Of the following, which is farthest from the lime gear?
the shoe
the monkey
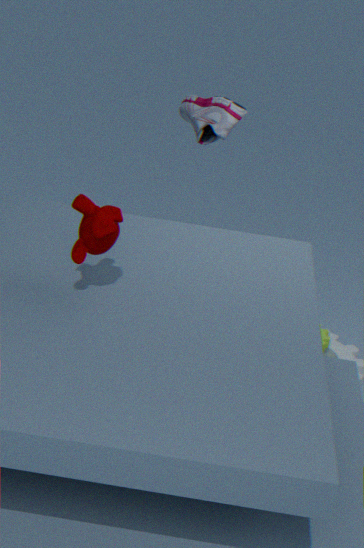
the monkey
